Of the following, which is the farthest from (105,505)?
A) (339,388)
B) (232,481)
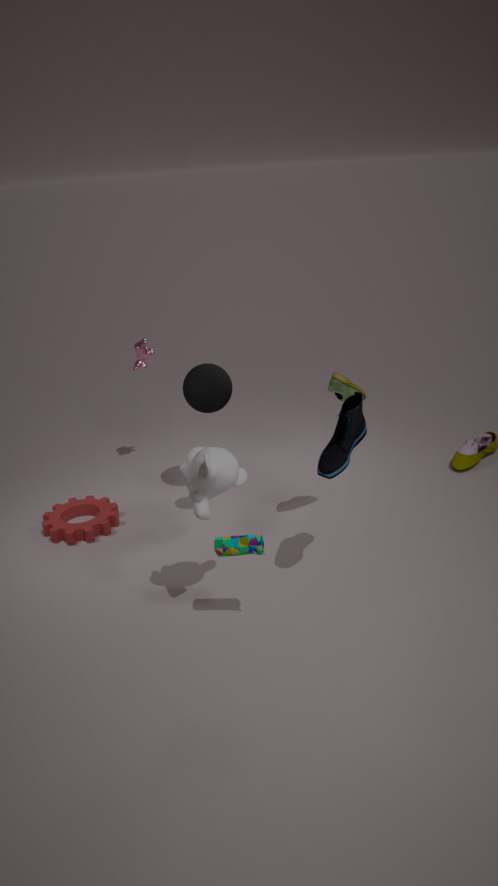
(339,388)
